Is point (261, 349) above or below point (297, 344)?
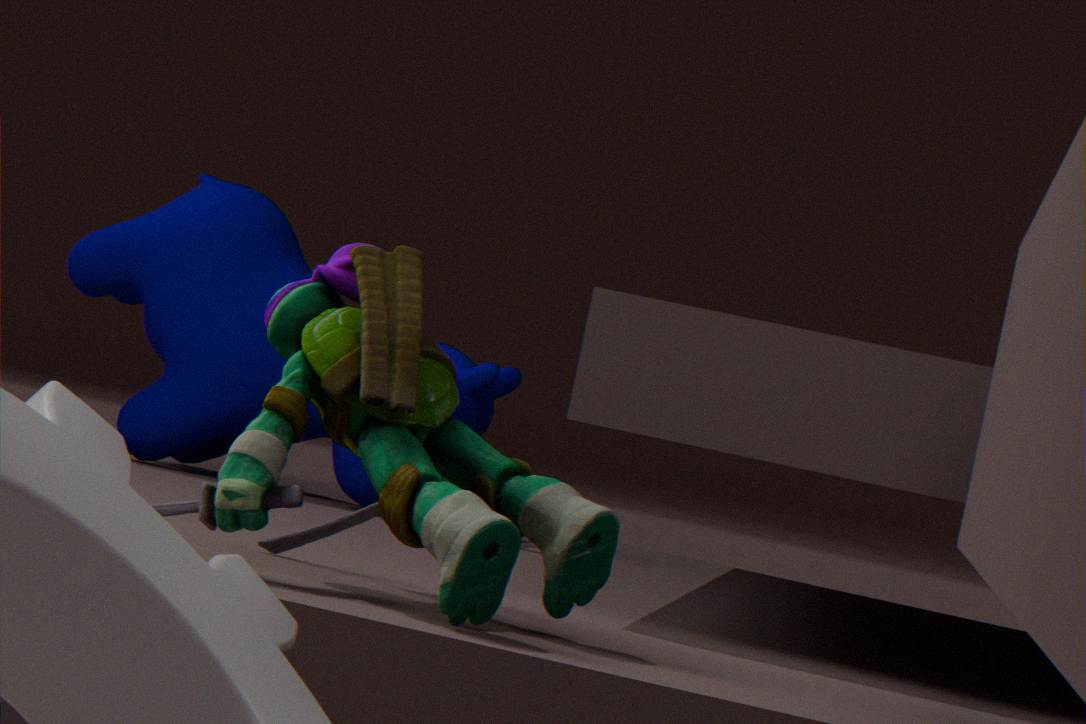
above
